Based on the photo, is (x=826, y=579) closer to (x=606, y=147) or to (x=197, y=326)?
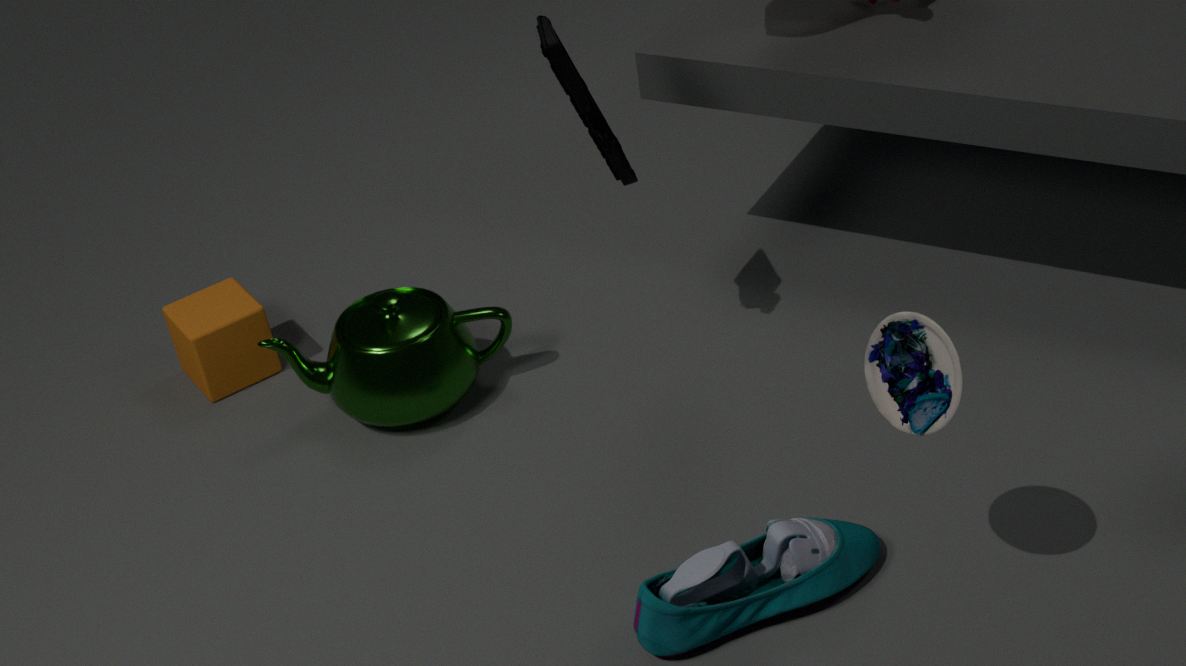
(x=606, y=147)
